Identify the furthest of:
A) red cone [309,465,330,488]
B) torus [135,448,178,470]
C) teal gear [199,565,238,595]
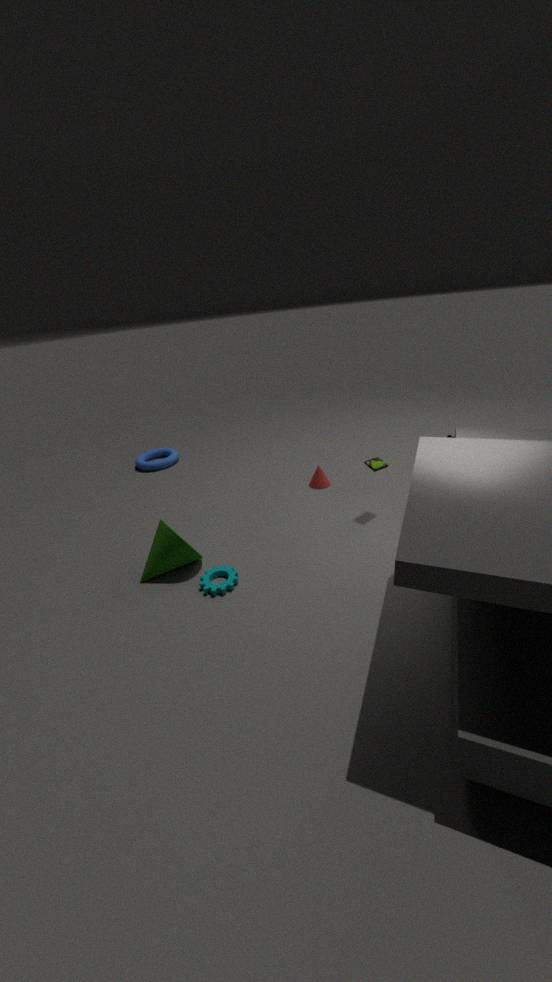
torus [135,448,178,470]
